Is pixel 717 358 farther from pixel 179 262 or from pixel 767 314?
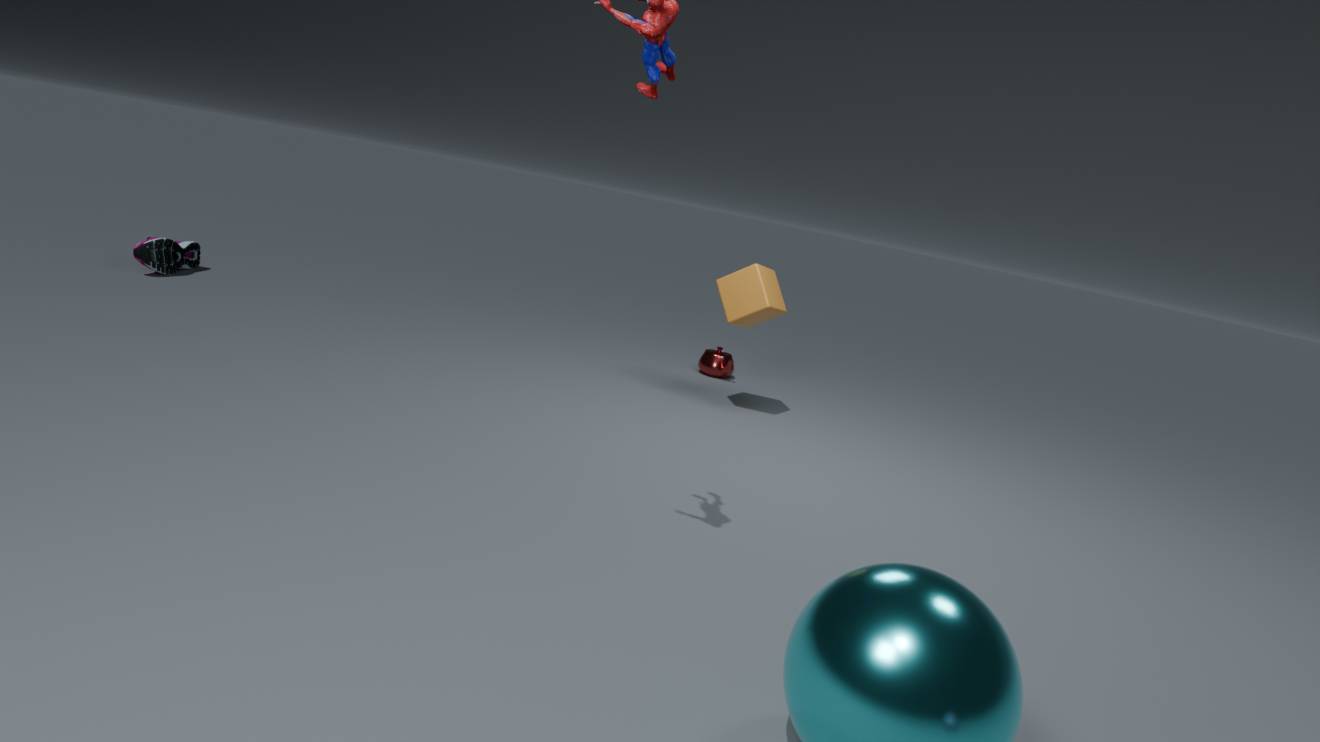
pixel 179 262
